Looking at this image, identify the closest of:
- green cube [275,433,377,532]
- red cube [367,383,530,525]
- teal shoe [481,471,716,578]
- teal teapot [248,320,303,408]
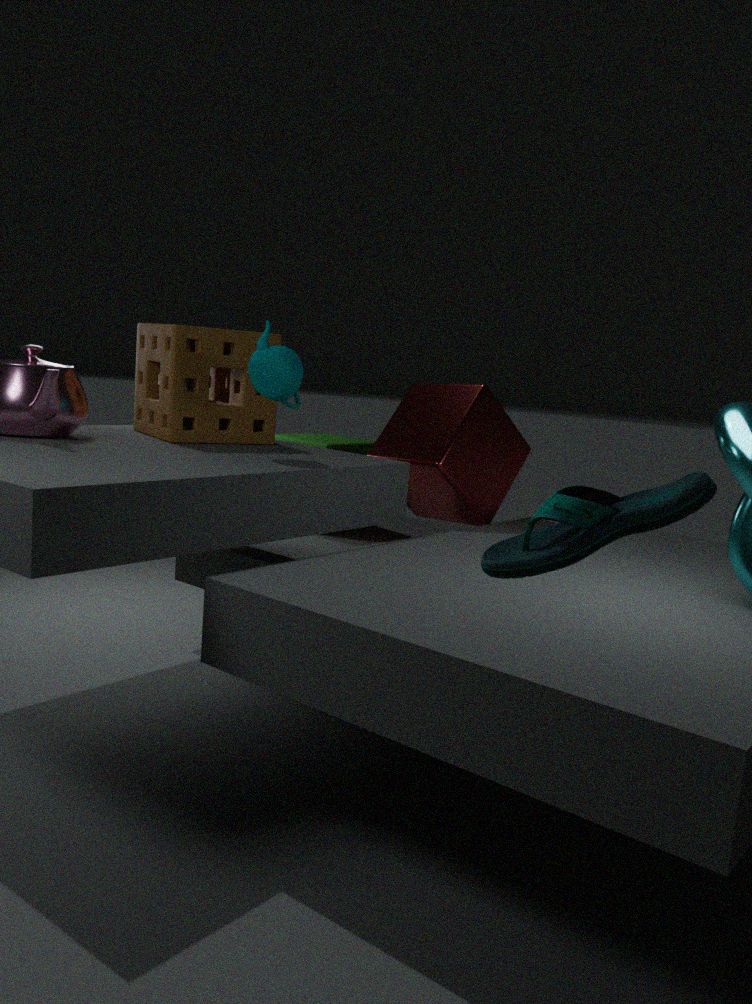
teal shoe [481,471,716,578]
